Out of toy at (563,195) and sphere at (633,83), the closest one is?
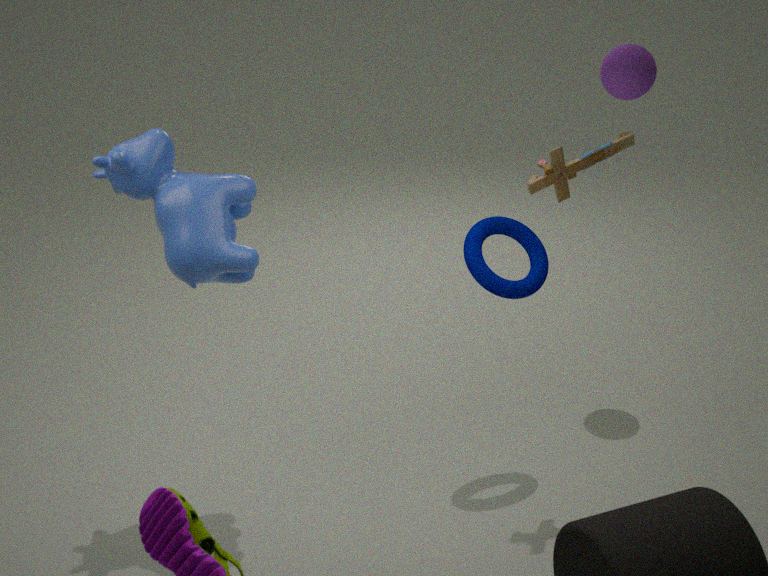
toy at (563,195)
